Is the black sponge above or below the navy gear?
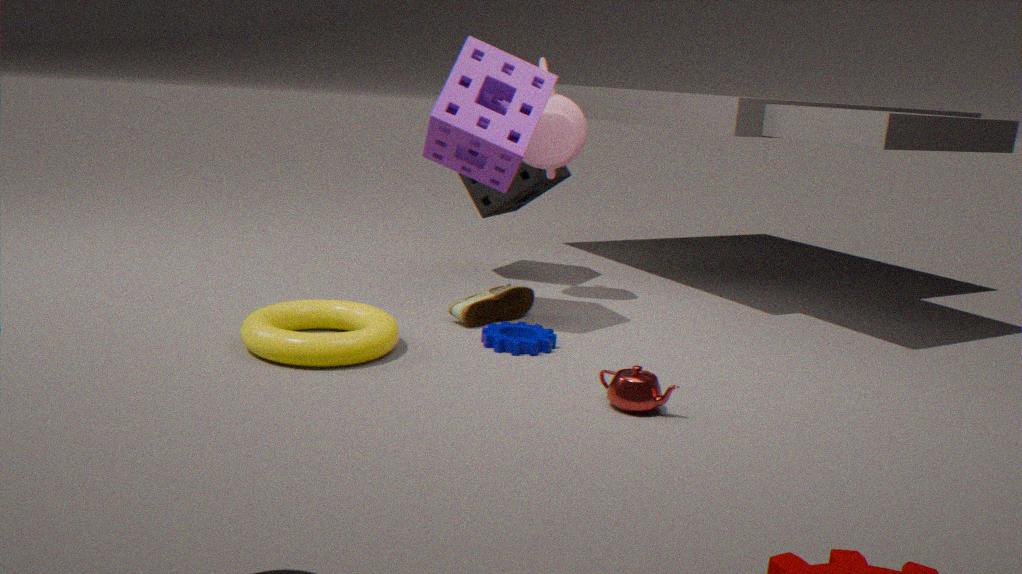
above
